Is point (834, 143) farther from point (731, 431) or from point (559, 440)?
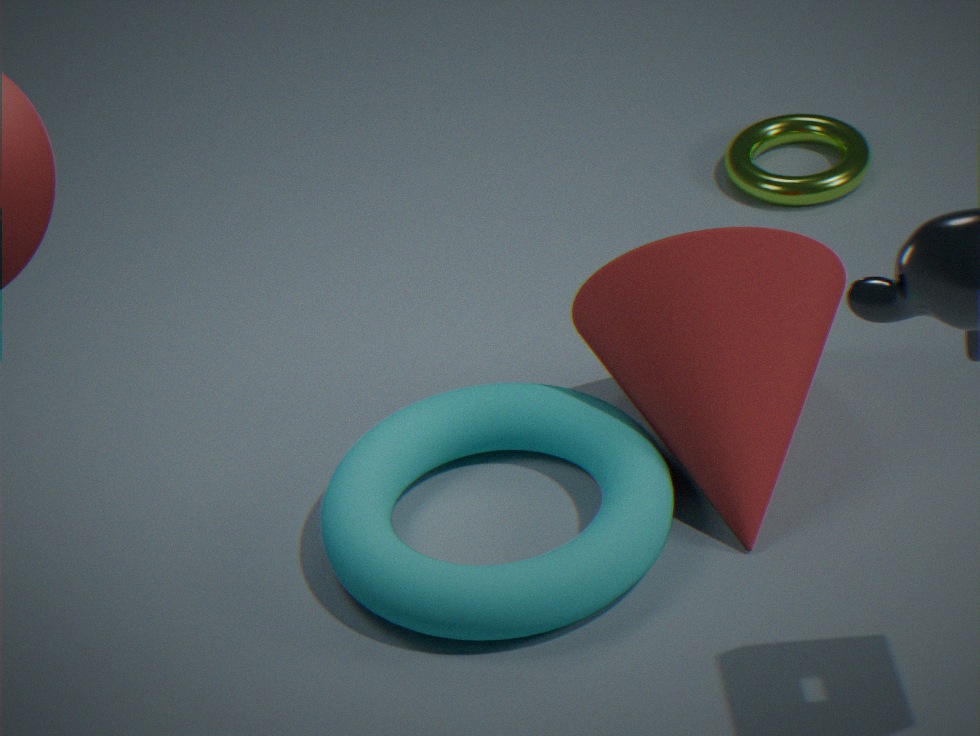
point (559, 440)
